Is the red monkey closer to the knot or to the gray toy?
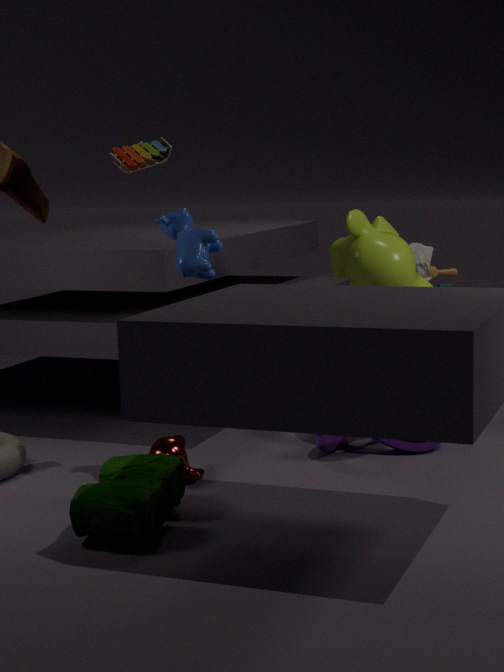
the knot
